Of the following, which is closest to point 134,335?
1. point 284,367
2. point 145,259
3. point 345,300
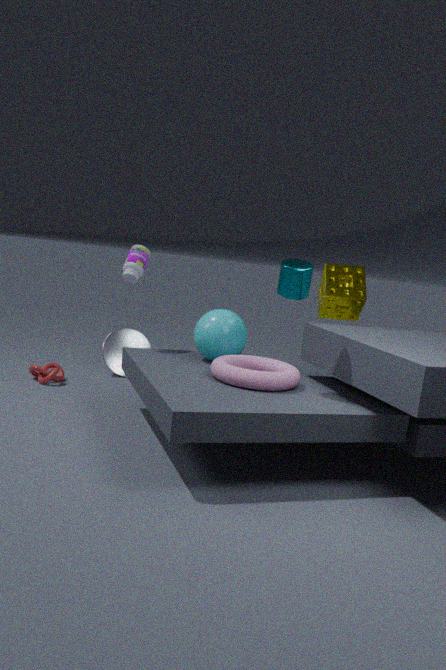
point 145,259
